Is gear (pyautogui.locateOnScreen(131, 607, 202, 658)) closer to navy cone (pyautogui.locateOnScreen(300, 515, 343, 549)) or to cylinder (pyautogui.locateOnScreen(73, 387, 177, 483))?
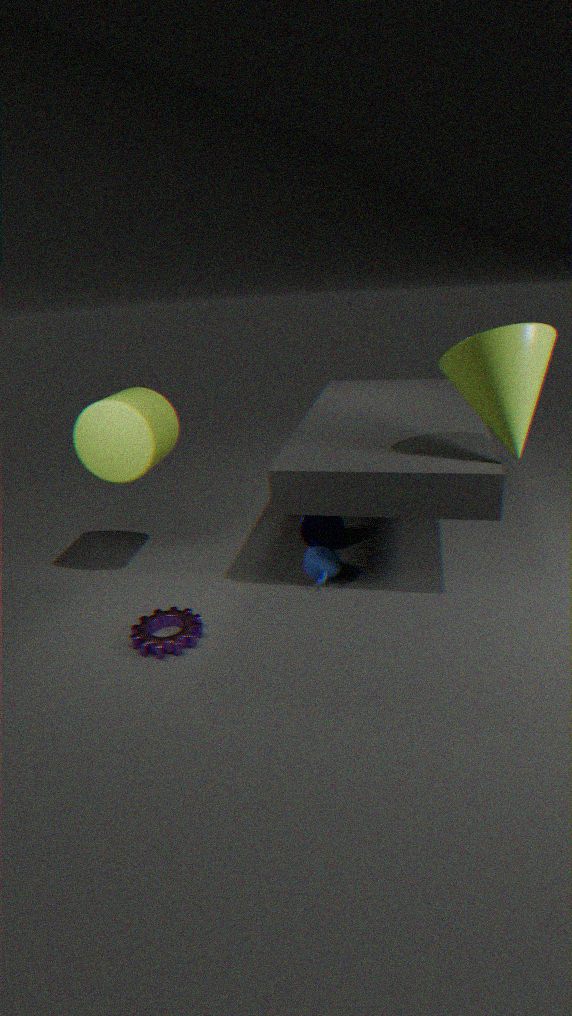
cylinder (pyautogui.locateOnScreen(73, 387, 177, 483))
